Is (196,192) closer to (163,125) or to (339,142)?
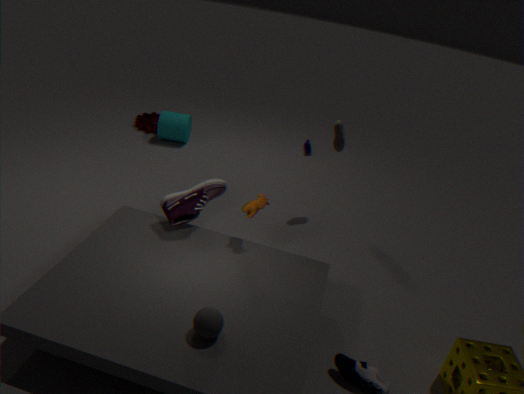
(339,142)
